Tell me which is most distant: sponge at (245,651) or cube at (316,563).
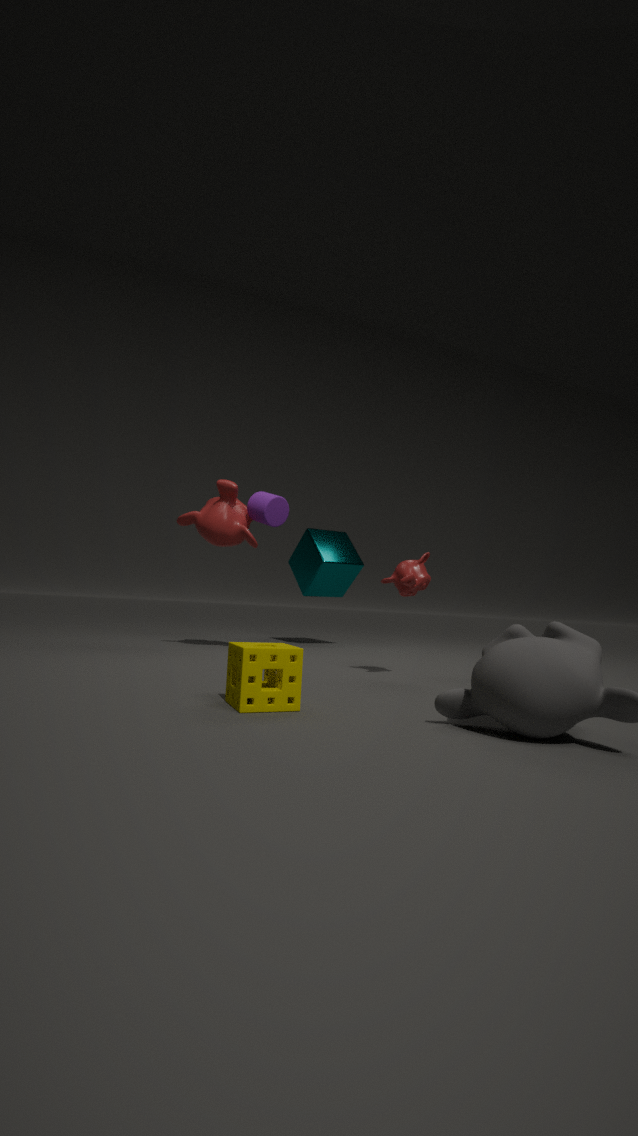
cube at (316,563)
